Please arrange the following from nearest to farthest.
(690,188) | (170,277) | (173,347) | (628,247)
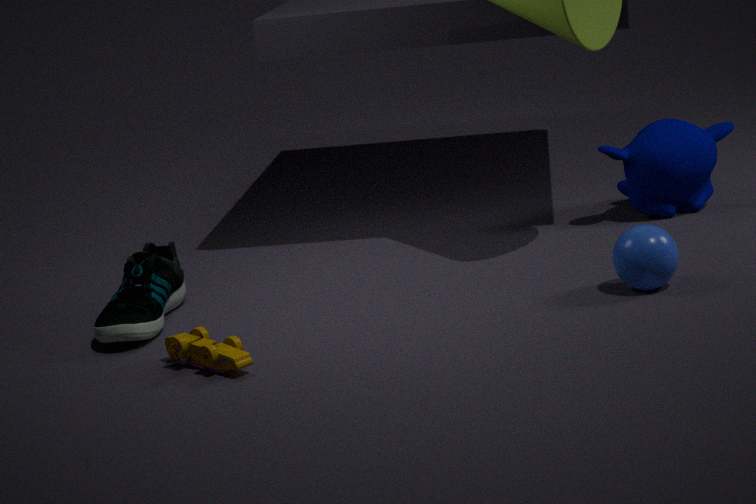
(173,347)
(628,247)
(170,277)
(690,188)
